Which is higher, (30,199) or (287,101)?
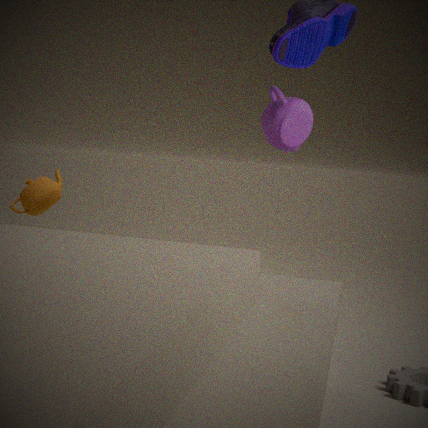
(287,101)
